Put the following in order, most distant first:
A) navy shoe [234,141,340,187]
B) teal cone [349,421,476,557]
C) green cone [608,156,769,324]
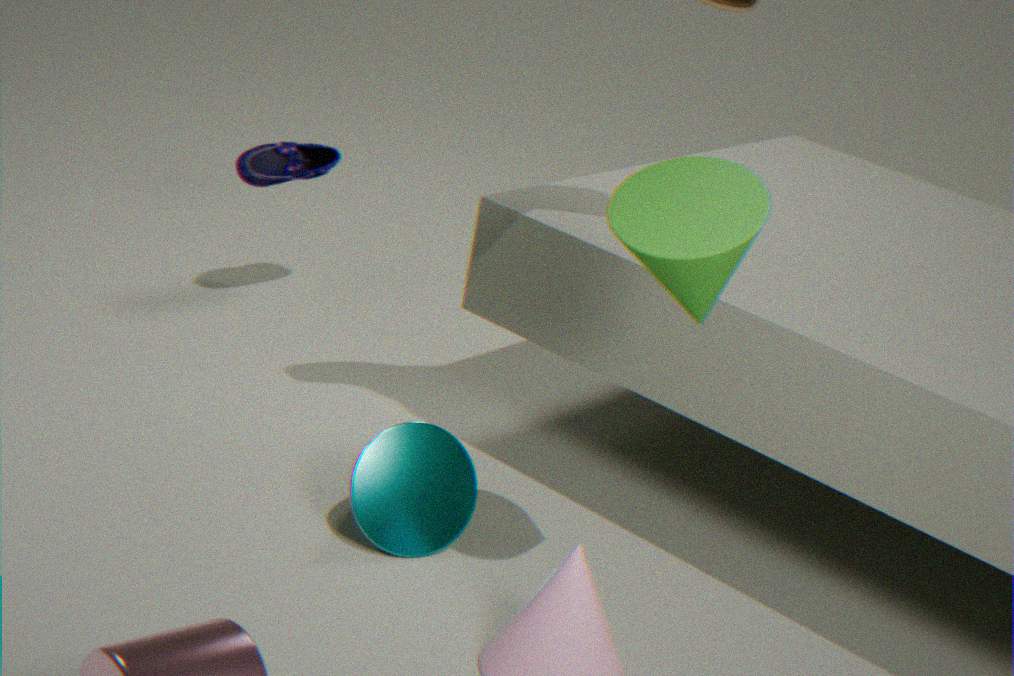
1. navy shoe [234,141,340,187]
2. teal cone [349,421,476,557]
3. green cone [608,156,769,324]
